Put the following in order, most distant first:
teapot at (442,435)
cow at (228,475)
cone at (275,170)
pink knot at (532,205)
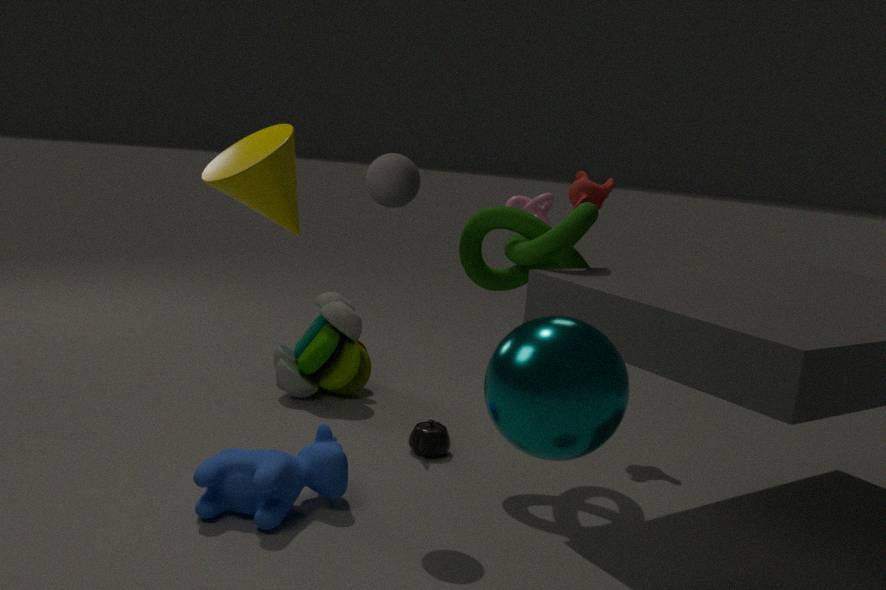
pink knot at (532,205)
teapot at (442,435)
cow at (228,475)
cone at (275,170)
